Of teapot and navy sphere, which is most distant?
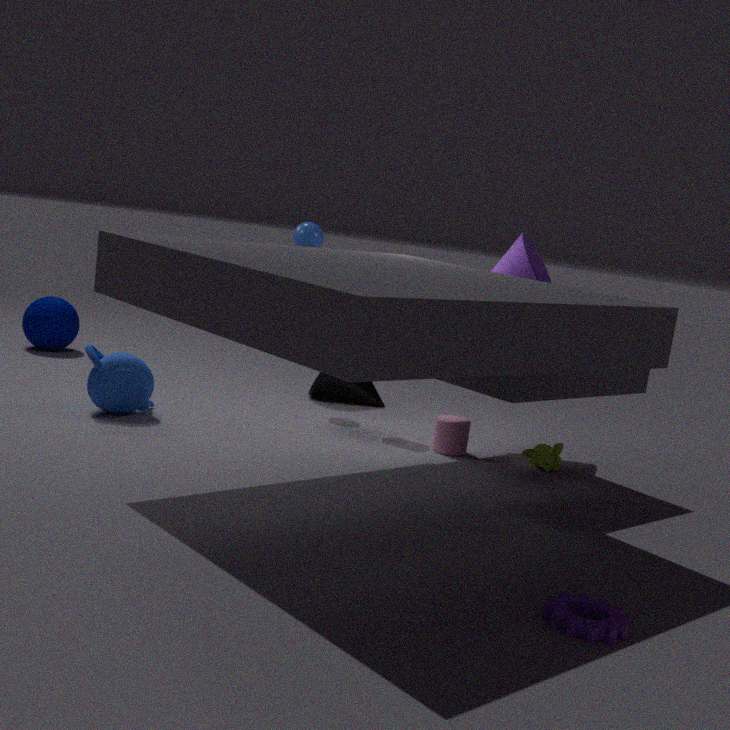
navy sphere
